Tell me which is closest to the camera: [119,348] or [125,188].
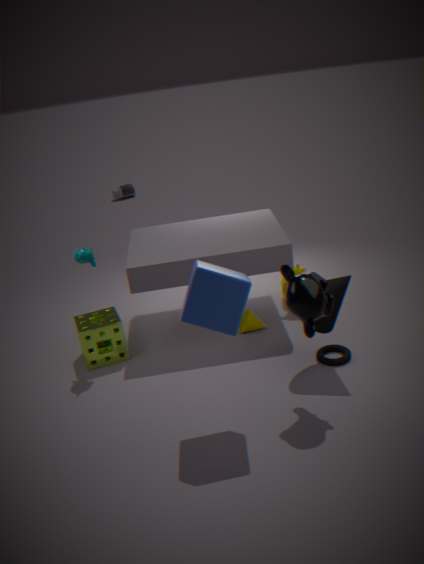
[119,348]
